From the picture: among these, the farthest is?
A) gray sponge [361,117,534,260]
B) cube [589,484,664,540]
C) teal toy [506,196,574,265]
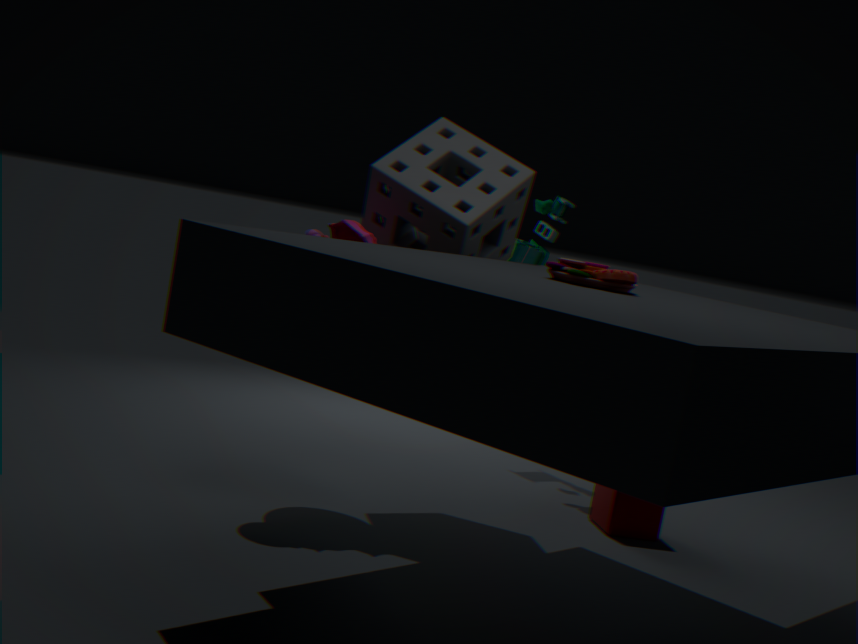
teal toy [506,196,574,265]
